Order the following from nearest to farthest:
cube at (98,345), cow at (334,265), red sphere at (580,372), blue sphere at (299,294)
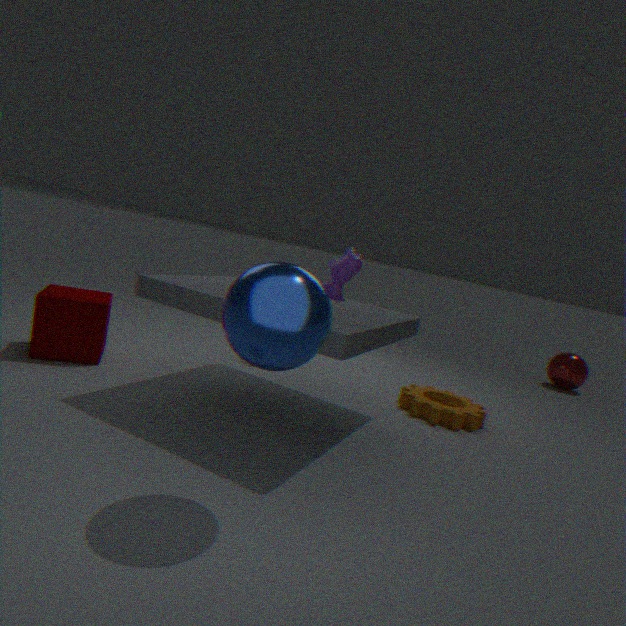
blue sphere at (299,294) < cow at (334,265) < cube at (98,345) < red sphere at (580,372)
